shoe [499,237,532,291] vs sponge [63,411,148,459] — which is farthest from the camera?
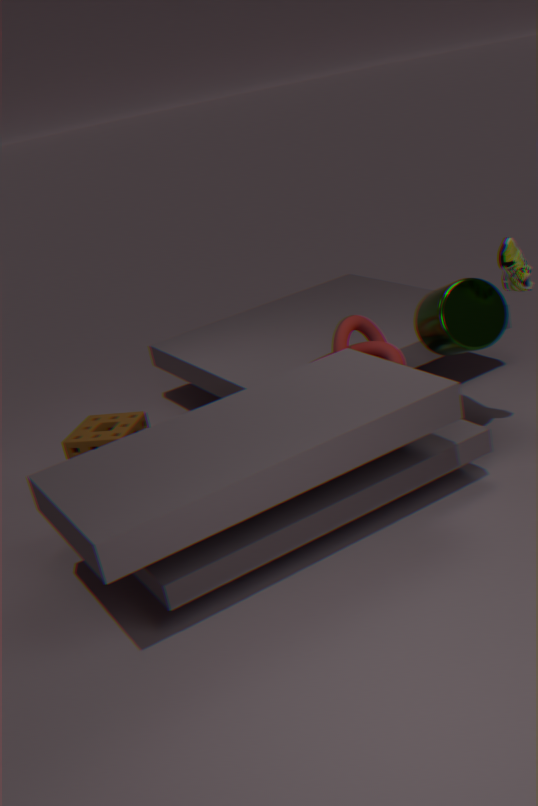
sponge [63,411,148,459]
